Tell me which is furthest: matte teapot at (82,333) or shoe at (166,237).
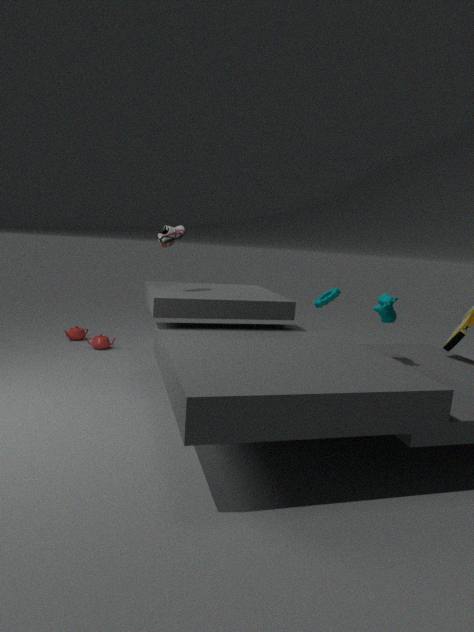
matte teapot at (82,333)
